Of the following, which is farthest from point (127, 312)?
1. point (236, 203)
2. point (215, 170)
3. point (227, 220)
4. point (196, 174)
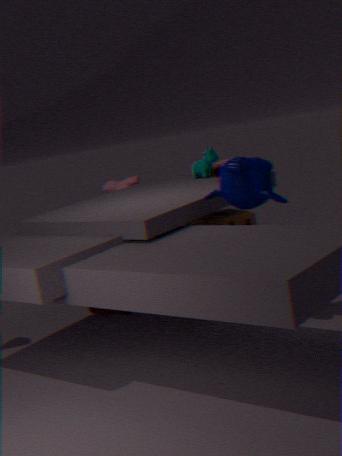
point (236, 203)
